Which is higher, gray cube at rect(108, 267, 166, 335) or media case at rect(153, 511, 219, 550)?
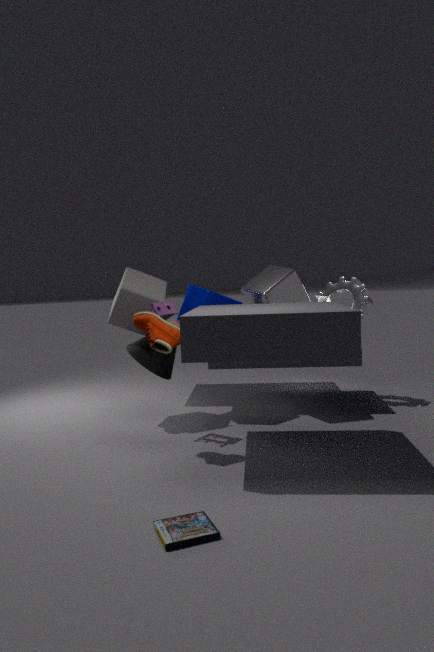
gray cube at rect(108, 267, 166, 335)
